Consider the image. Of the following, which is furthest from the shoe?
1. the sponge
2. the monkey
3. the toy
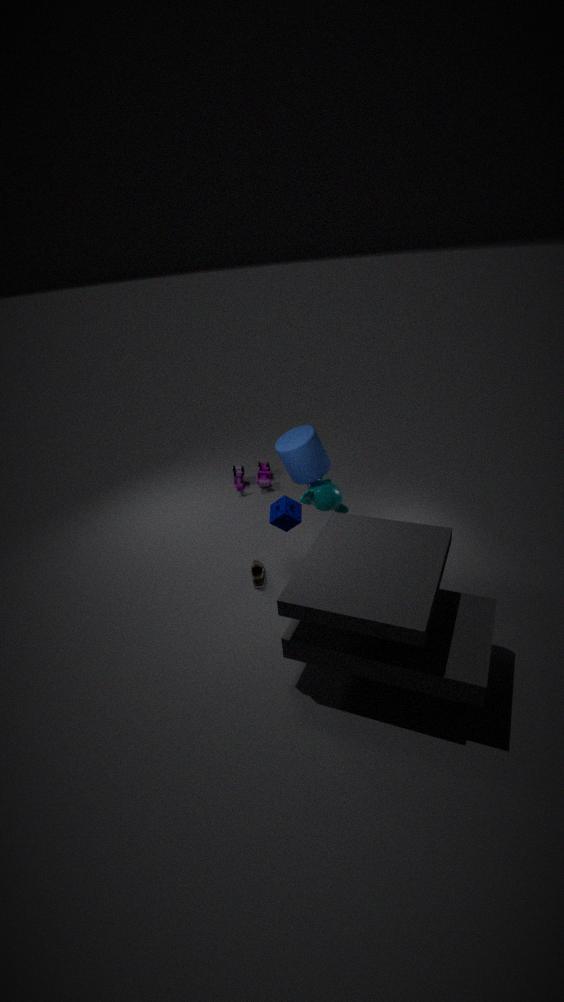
the toy
